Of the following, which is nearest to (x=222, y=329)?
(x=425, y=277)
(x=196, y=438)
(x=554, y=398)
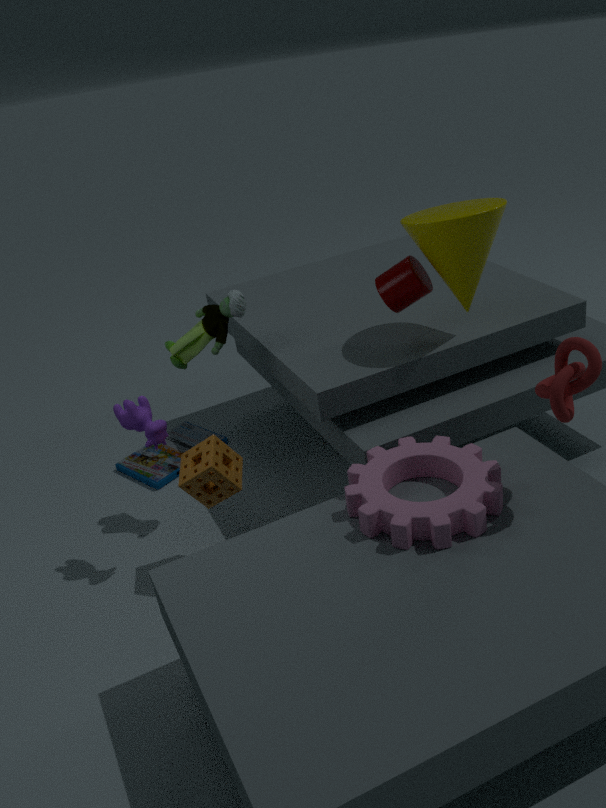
(x=425, y=277)
